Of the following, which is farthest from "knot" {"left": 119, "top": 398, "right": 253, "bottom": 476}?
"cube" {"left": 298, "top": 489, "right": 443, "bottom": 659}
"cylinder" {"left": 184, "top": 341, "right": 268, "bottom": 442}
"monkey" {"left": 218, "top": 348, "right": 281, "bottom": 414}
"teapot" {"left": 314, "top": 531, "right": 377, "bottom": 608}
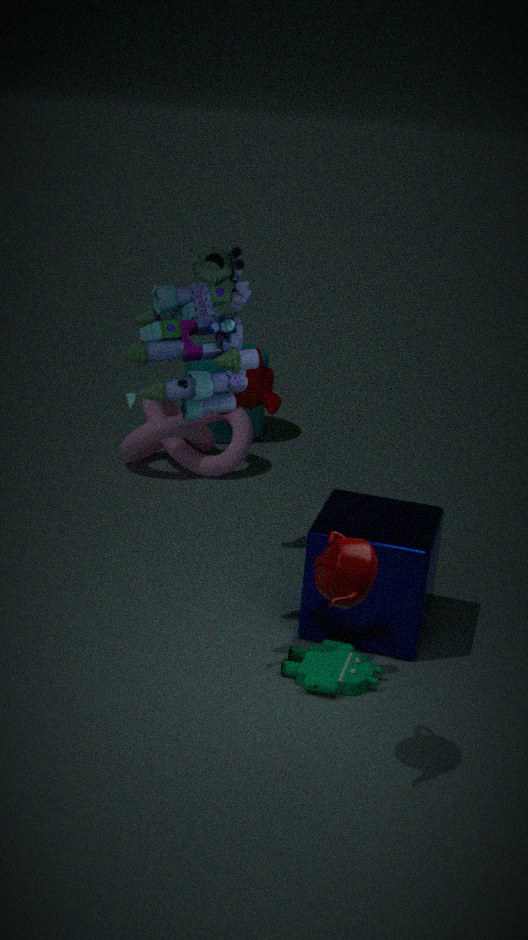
"teapot" {"left": 314, "top": 531, "right": 377, "bottom": 608}
